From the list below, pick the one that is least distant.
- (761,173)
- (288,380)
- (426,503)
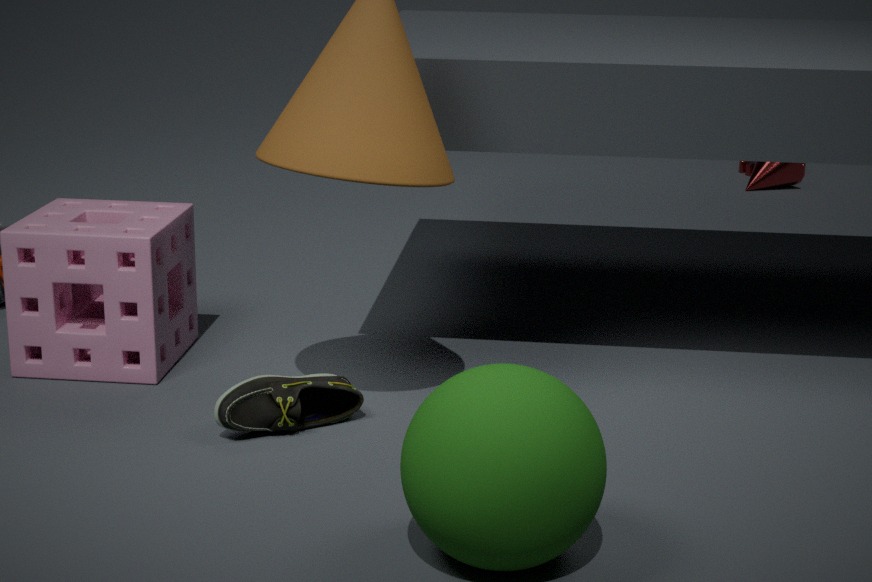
(426,503)
